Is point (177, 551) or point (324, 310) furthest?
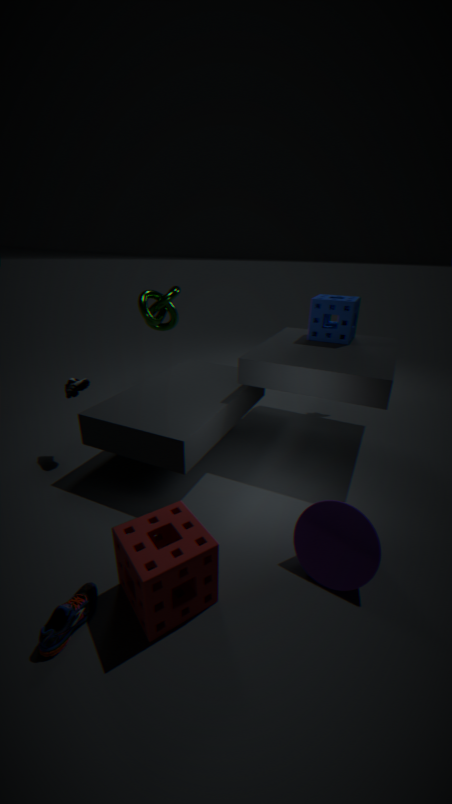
point (324, 310)
